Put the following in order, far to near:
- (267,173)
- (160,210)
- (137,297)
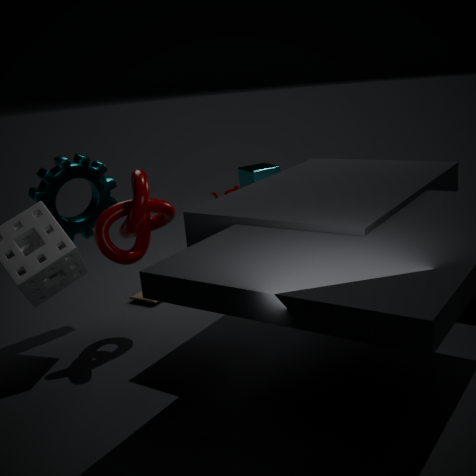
(267,173)
(137,297)
(160,210)
